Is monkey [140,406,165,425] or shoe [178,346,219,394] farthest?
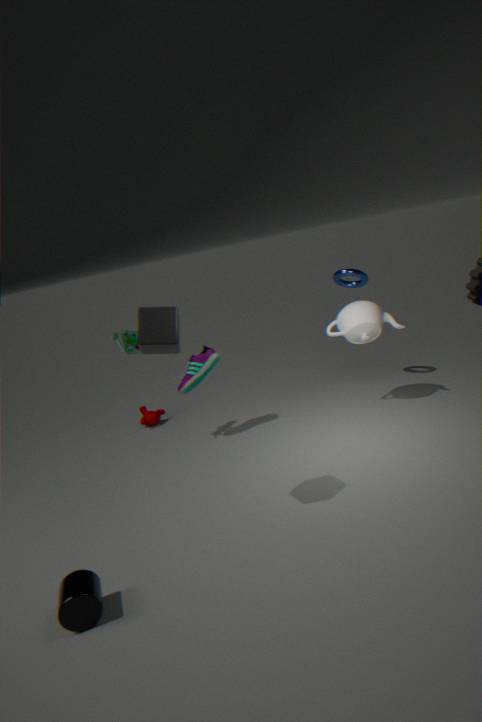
monkey [140,406,165,425]
